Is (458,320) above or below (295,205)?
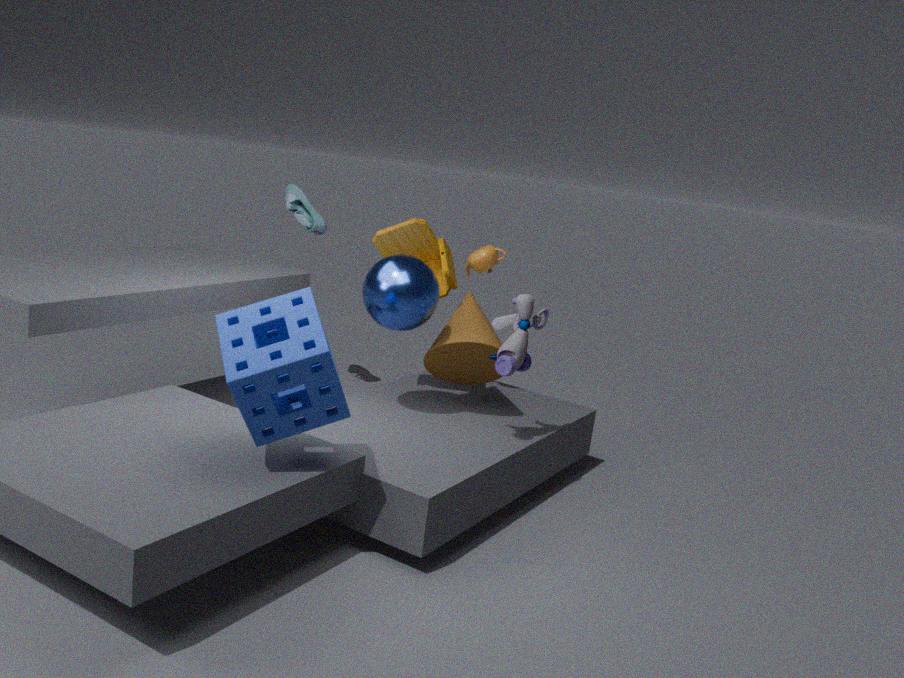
below
